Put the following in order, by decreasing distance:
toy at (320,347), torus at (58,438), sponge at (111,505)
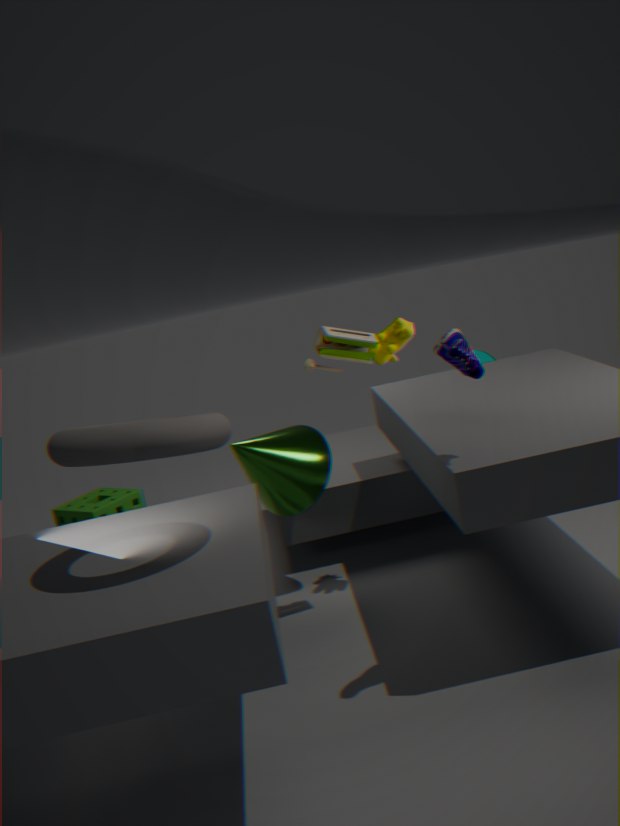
sponge at (111,505), toy at (320,347), torus at (58,438)
